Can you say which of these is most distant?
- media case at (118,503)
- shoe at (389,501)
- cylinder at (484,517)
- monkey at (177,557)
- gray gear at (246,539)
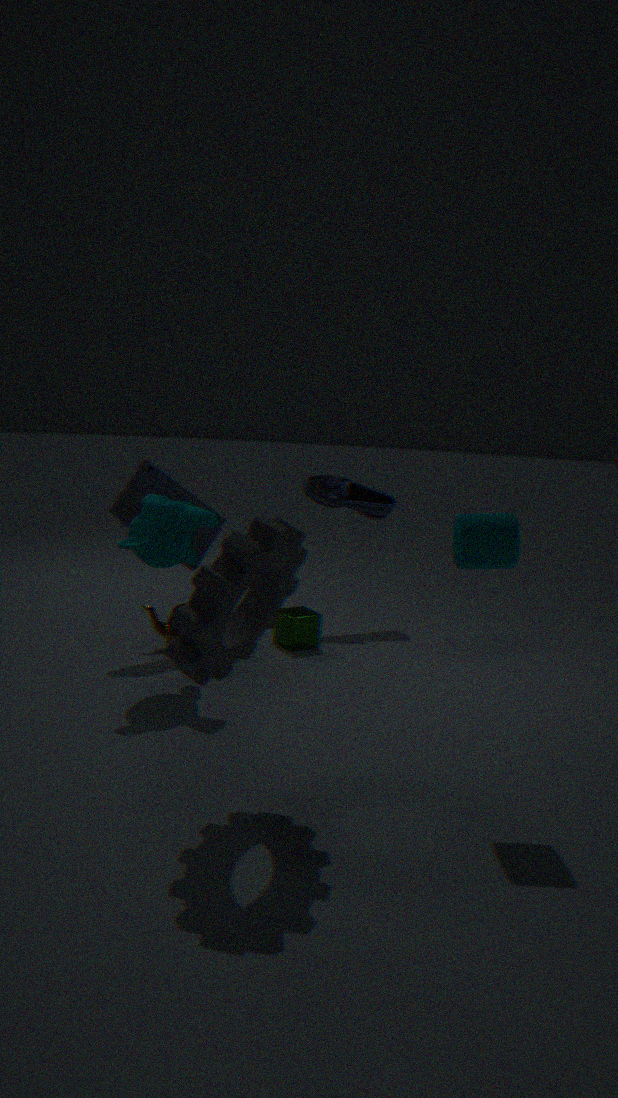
shoe at (389,501)
